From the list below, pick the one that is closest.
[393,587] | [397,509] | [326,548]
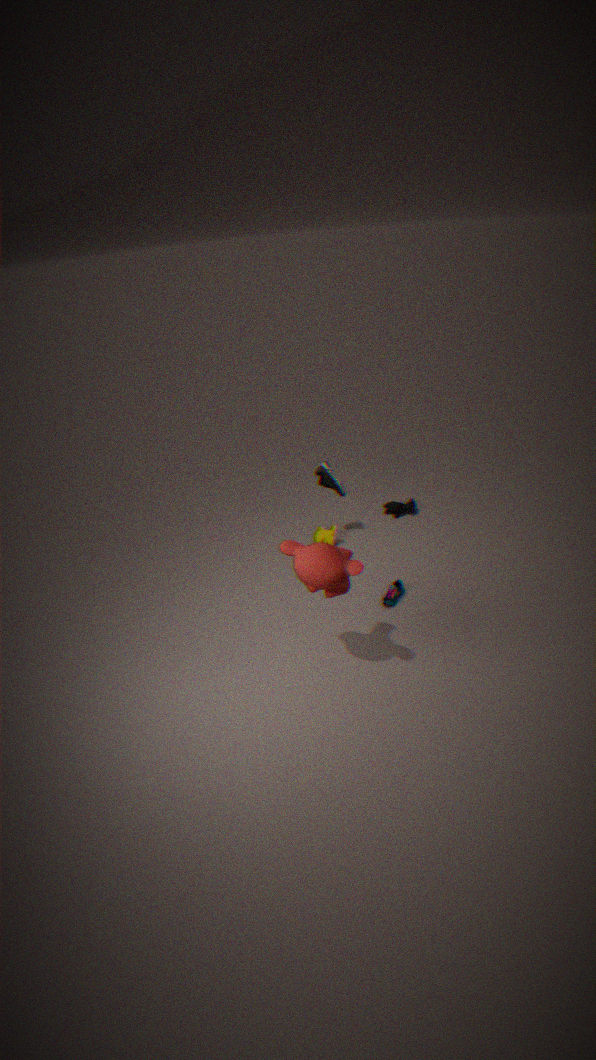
[326,548]
